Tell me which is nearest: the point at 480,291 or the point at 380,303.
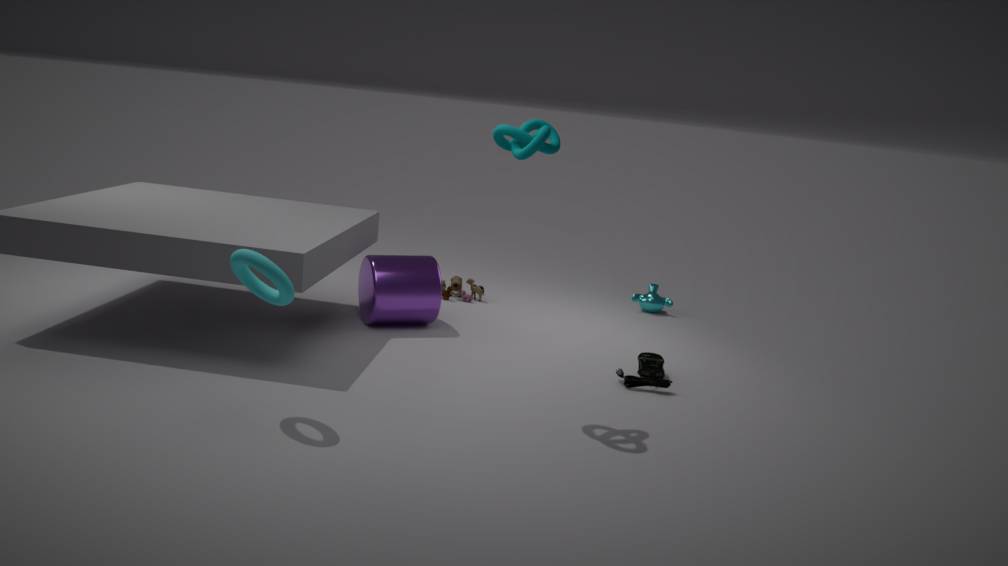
the point at 380,303
